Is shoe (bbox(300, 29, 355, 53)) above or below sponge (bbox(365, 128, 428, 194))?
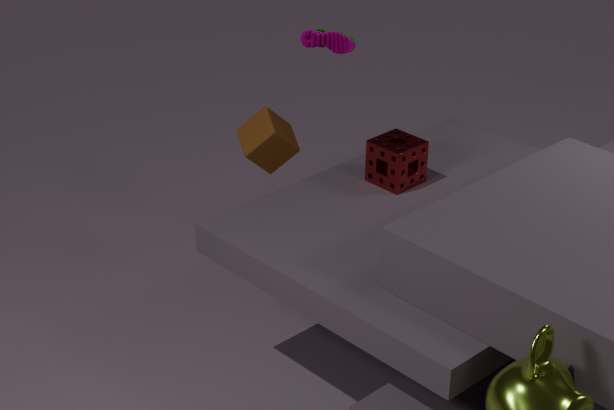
above
